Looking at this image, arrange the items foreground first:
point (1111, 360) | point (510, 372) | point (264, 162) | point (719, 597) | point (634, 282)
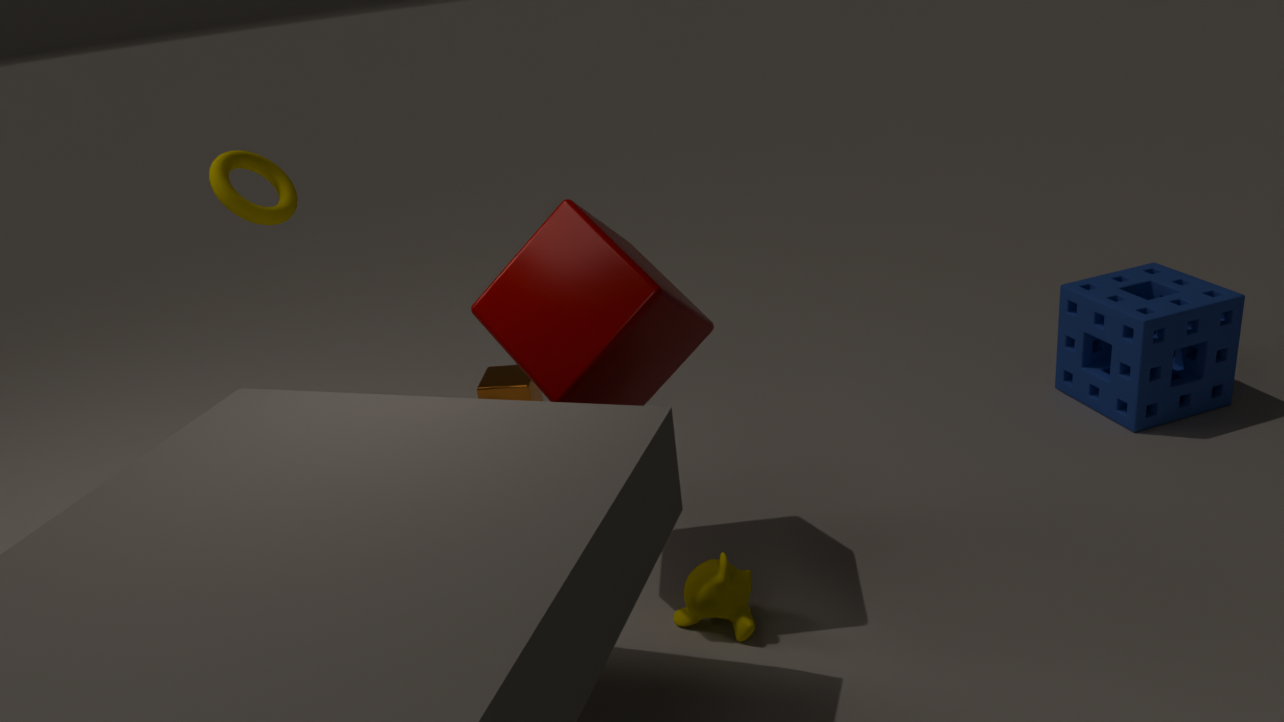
point (634, 282)
point (719, 597)
point (1111, 360)
point (264, 162)
point (510, 372)
